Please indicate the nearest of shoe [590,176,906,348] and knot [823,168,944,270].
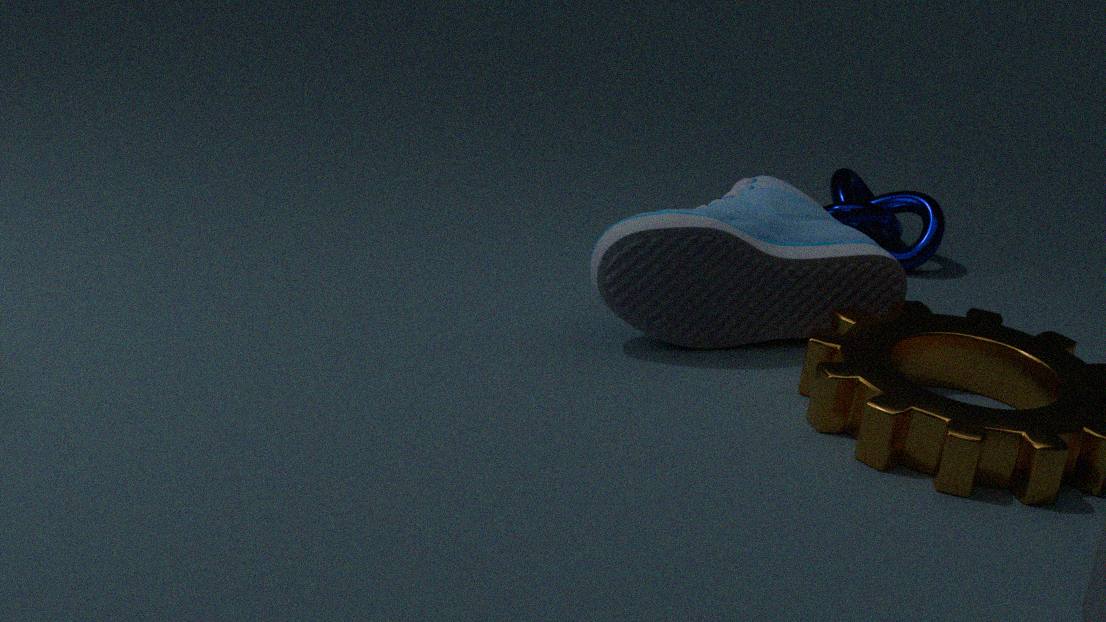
shoe [590,176,906,348]
